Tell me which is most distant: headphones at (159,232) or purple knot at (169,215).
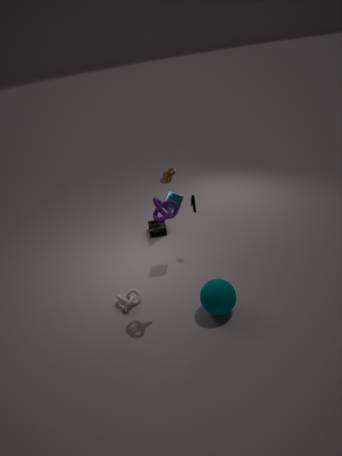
headphones at (159,232)
